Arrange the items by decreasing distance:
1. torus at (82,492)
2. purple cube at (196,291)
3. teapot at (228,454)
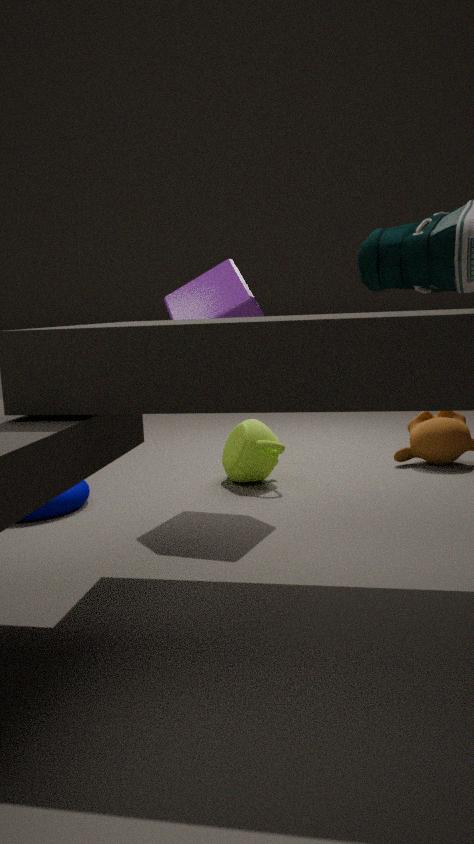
teapot at (228,454) → torus at (82,492) → purple cube at (196,291)
